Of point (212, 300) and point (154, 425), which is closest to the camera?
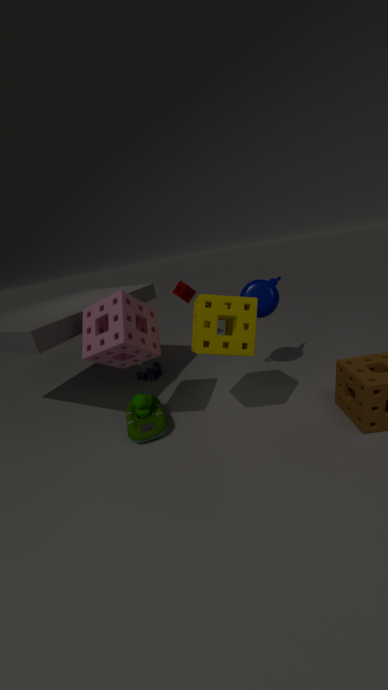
point (212, 300)
